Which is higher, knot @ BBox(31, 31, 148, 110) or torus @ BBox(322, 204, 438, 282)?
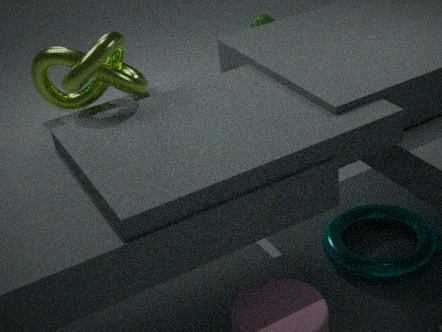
knot @ BBox(31, 31, 148, 110)
